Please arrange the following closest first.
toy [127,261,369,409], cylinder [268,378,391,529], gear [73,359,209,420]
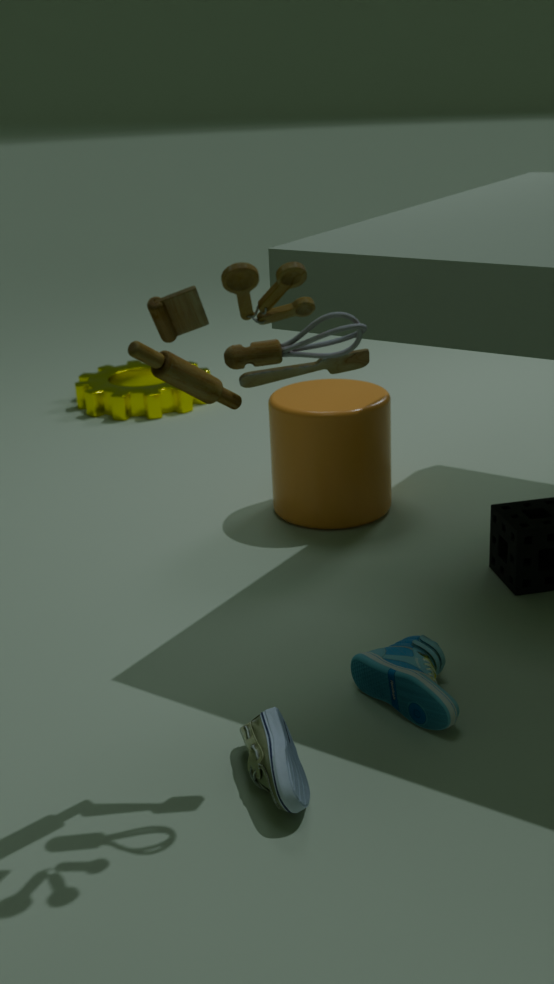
→ 1. toy [127,261,369,409]
2. cylinder [268,378,391,529]
3. gear [73,359,209,420]
